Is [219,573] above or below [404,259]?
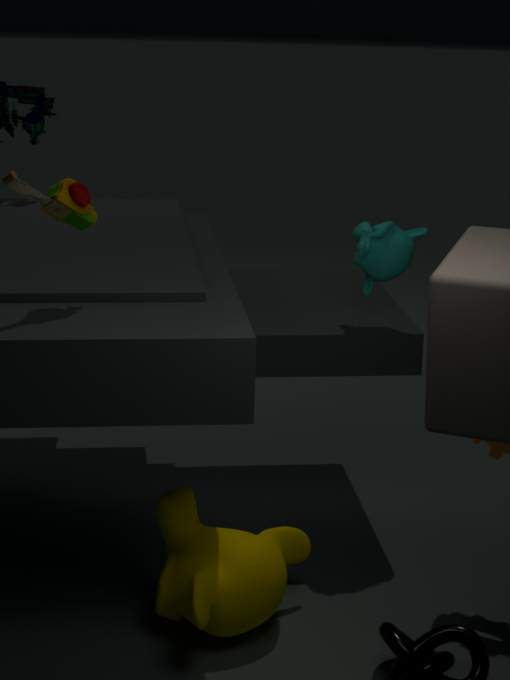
below
